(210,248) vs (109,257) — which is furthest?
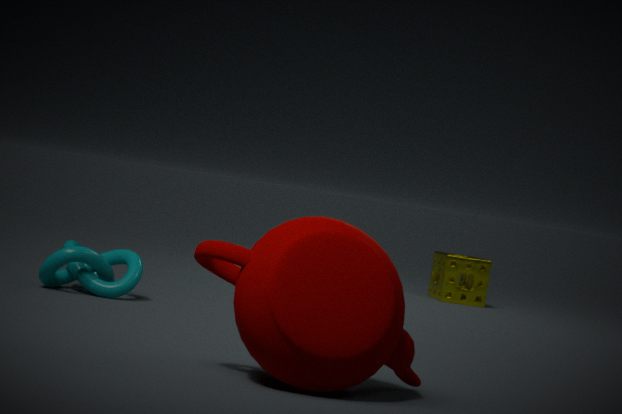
(109,257)
